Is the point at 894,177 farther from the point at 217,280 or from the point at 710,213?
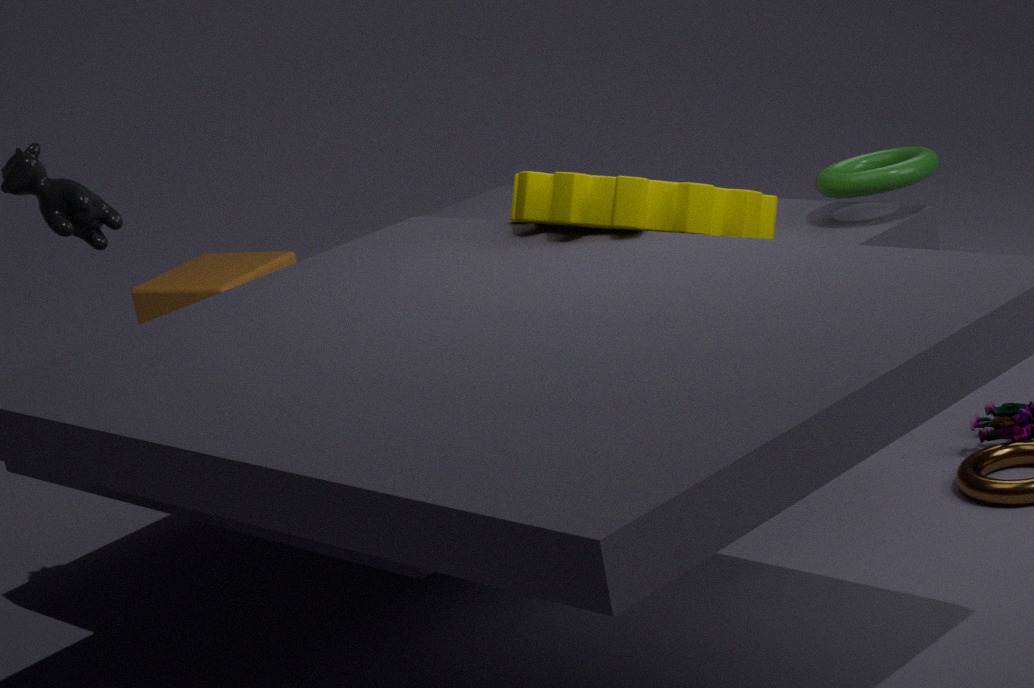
the point at 217,280
